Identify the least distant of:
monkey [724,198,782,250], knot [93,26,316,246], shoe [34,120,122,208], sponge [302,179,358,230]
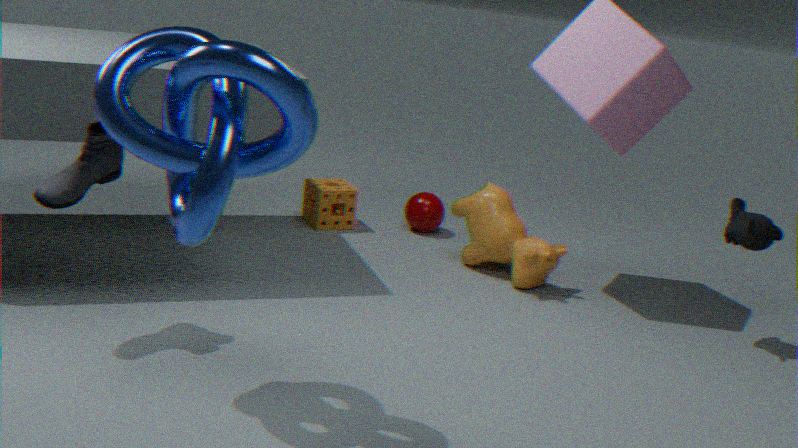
knot [93,26,316,246]
